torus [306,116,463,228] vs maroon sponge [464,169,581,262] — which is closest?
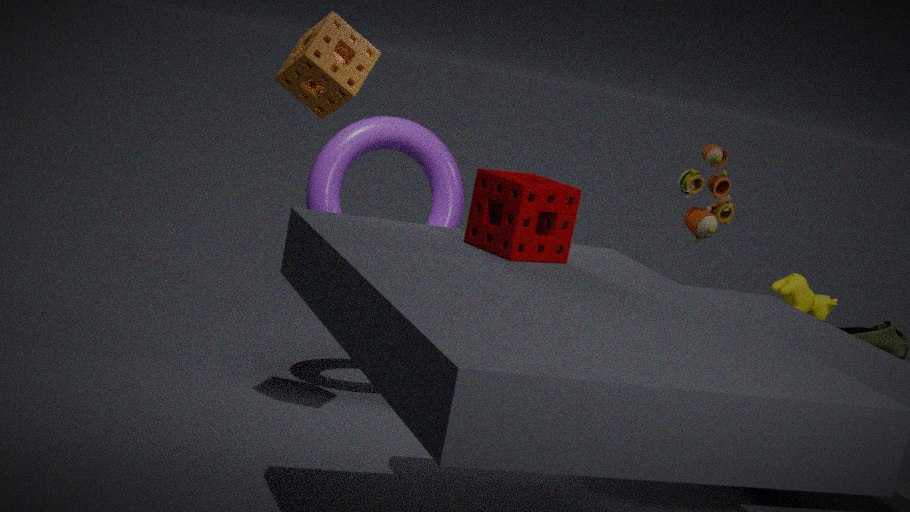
maroon sponge [464,169,581,262]
